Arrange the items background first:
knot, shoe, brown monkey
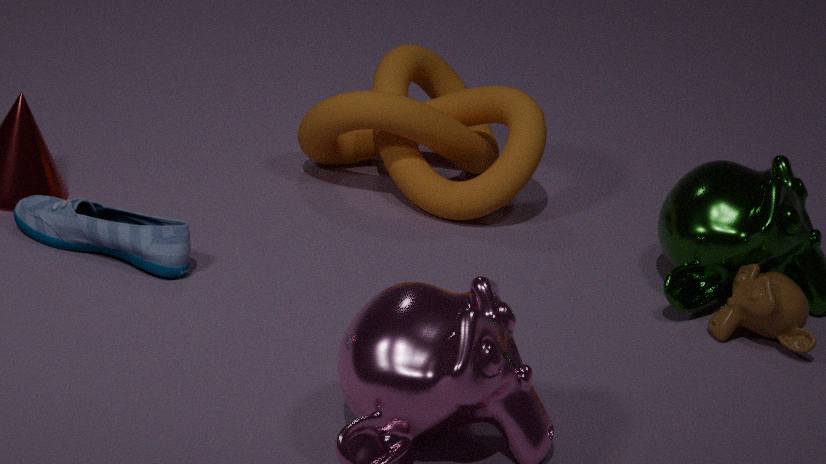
knot < brown monkey < shoe
